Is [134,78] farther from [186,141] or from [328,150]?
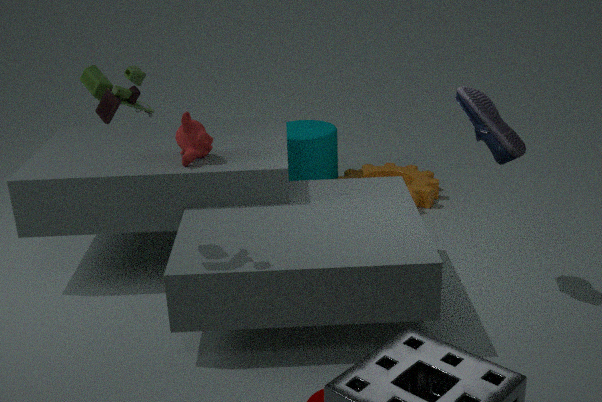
[328,150]
